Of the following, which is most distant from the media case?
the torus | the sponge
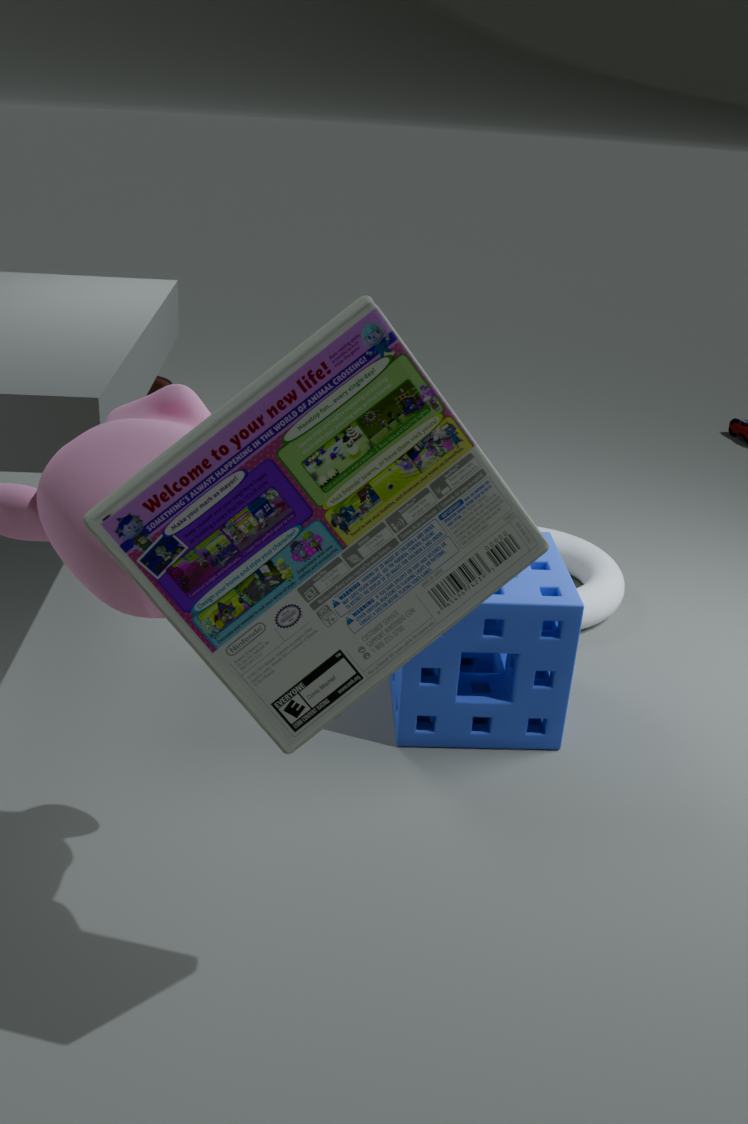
the torus
